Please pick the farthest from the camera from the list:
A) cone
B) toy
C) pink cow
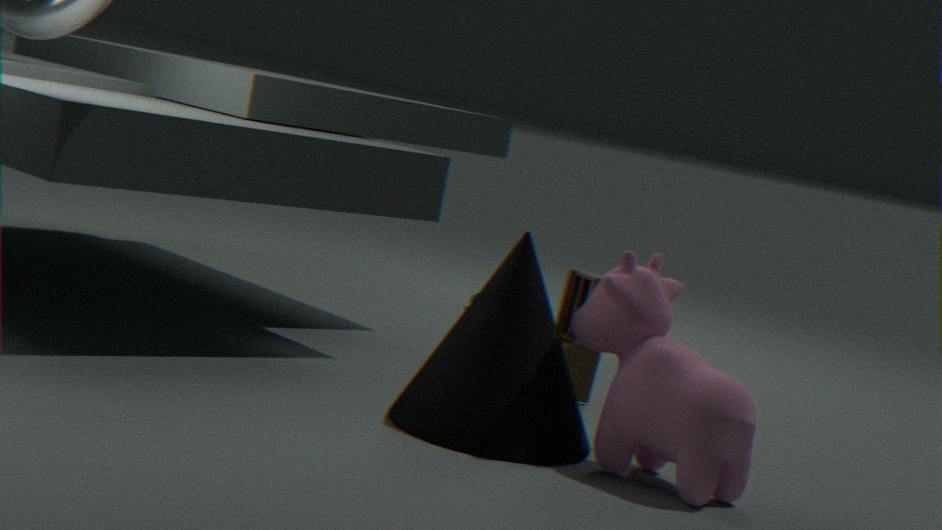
toy
